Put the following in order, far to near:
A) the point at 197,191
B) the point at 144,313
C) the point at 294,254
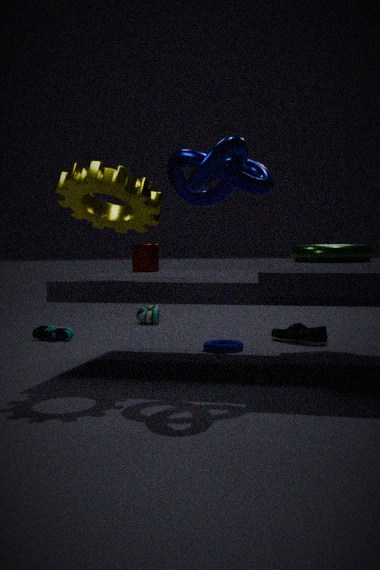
the point at 144,313 → the point at 294,254 → the point at 197,191
